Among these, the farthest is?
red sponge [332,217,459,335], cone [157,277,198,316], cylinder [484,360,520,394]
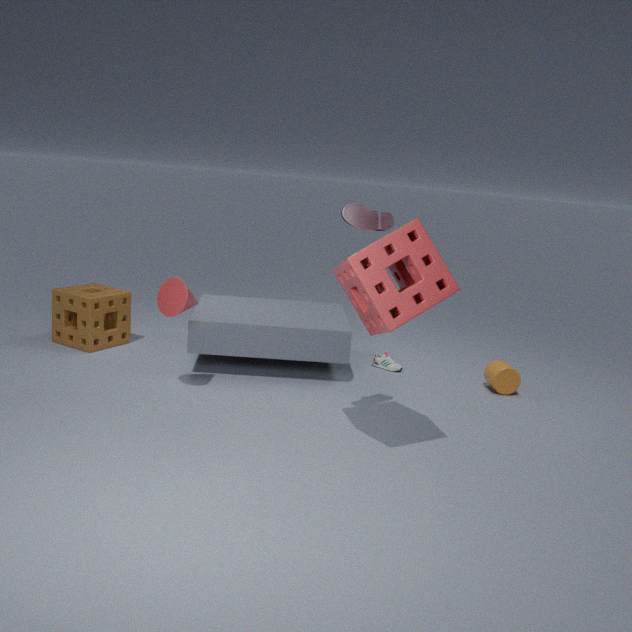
cylinder [484,360,520,394]
